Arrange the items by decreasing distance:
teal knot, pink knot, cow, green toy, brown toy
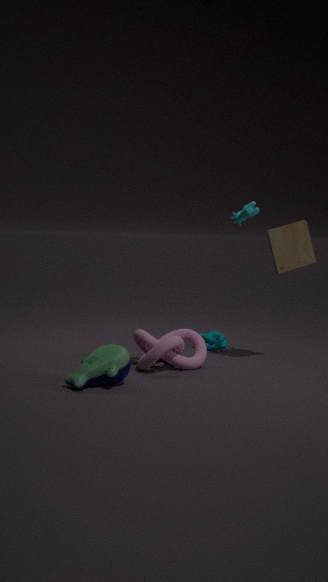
teal knot → cow → brown toy → pink knot → green toy
